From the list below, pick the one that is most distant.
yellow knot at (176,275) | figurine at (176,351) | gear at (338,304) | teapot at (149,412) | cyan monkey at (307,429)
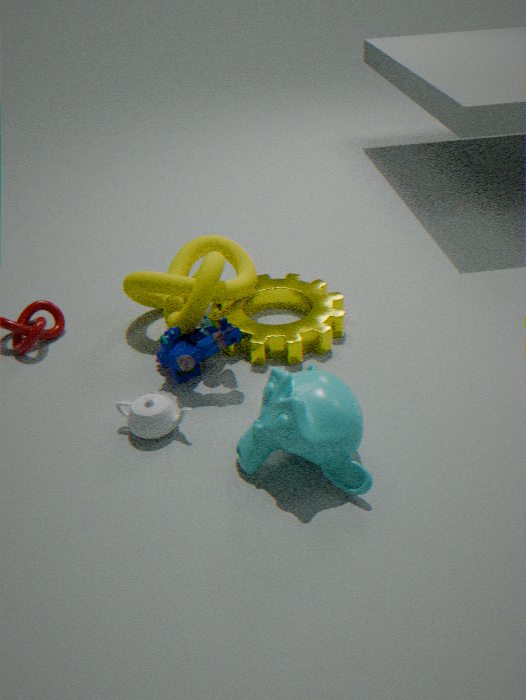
gear at (338,304)
